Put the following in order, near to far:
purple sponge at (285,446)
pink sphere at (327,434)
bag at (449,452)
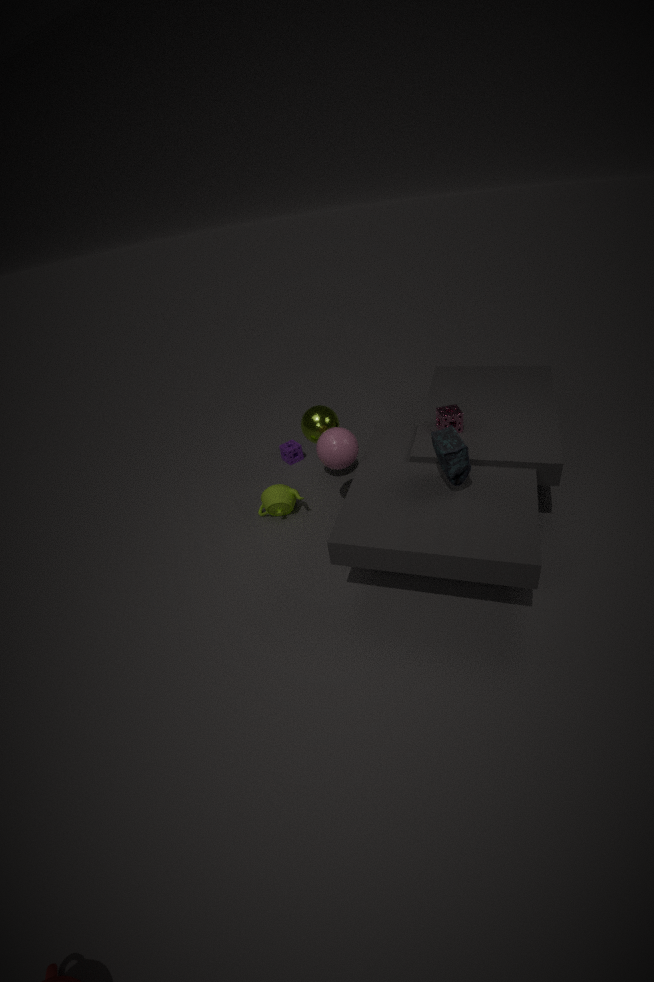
1. bag at (449,452)
2. pink sphere at (327,434)
3. purple sponge at (285,446)
